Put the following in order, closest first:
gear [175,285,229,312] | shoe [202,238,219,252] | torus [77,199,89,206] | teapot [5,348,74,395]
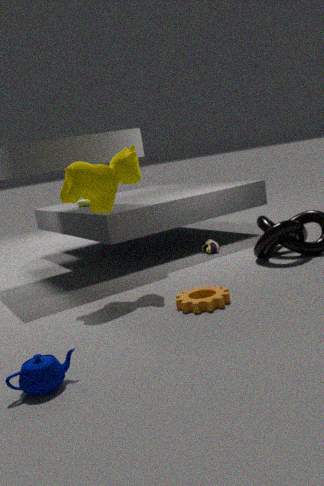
teapot [5,348,74,395], gear [175,285,229,312], shoe [202,238,219,252], torus [77,199,89,206]
